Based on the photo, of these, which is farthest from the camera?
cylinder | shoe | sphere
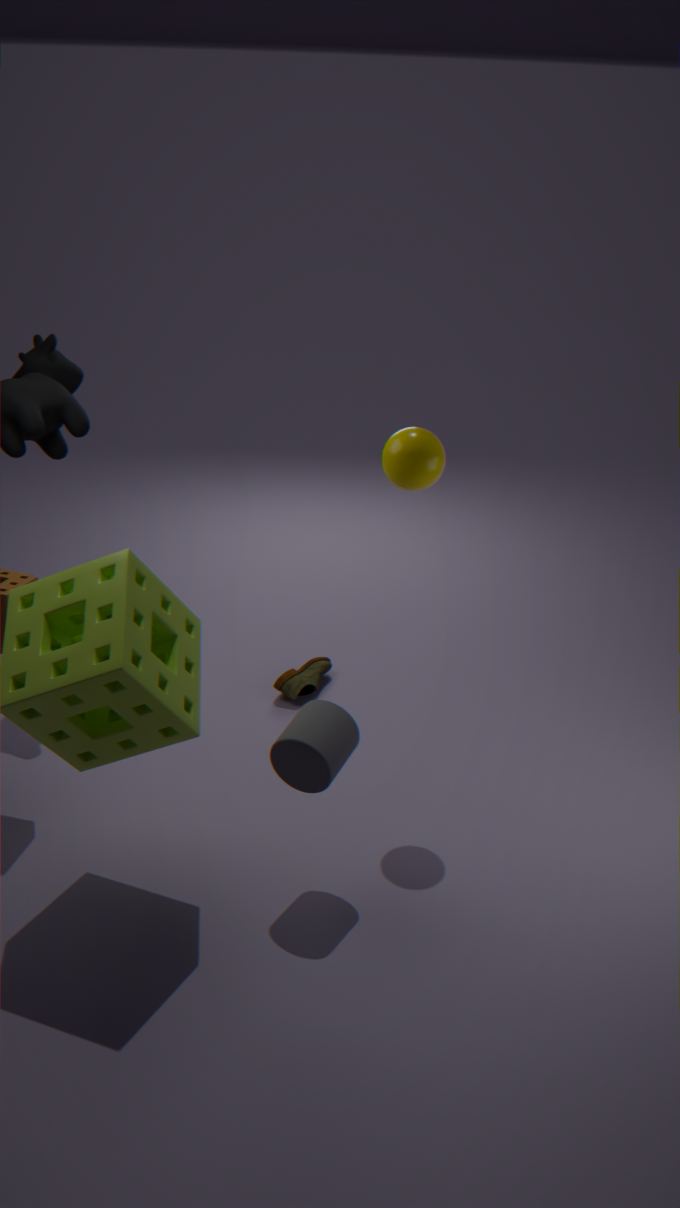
shoe
